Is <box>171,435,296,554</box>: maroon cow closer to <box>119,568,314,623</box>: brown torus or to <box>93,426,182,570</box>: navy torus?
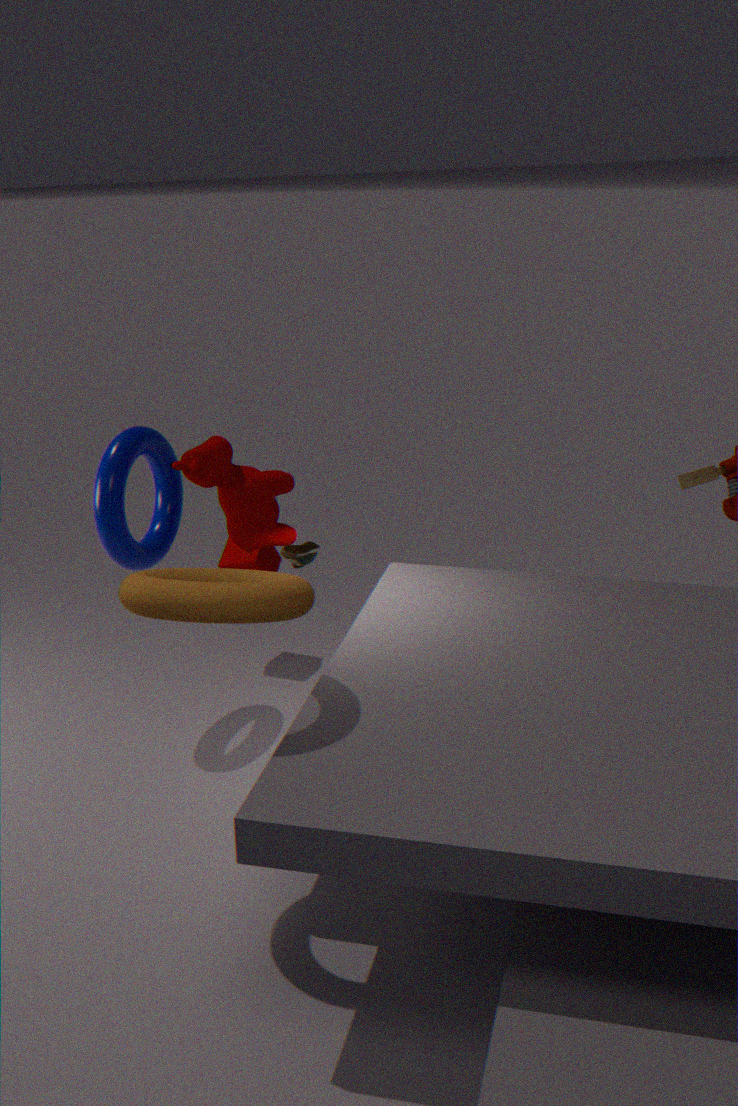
<box>93,426,182,570</box>: navy torus
